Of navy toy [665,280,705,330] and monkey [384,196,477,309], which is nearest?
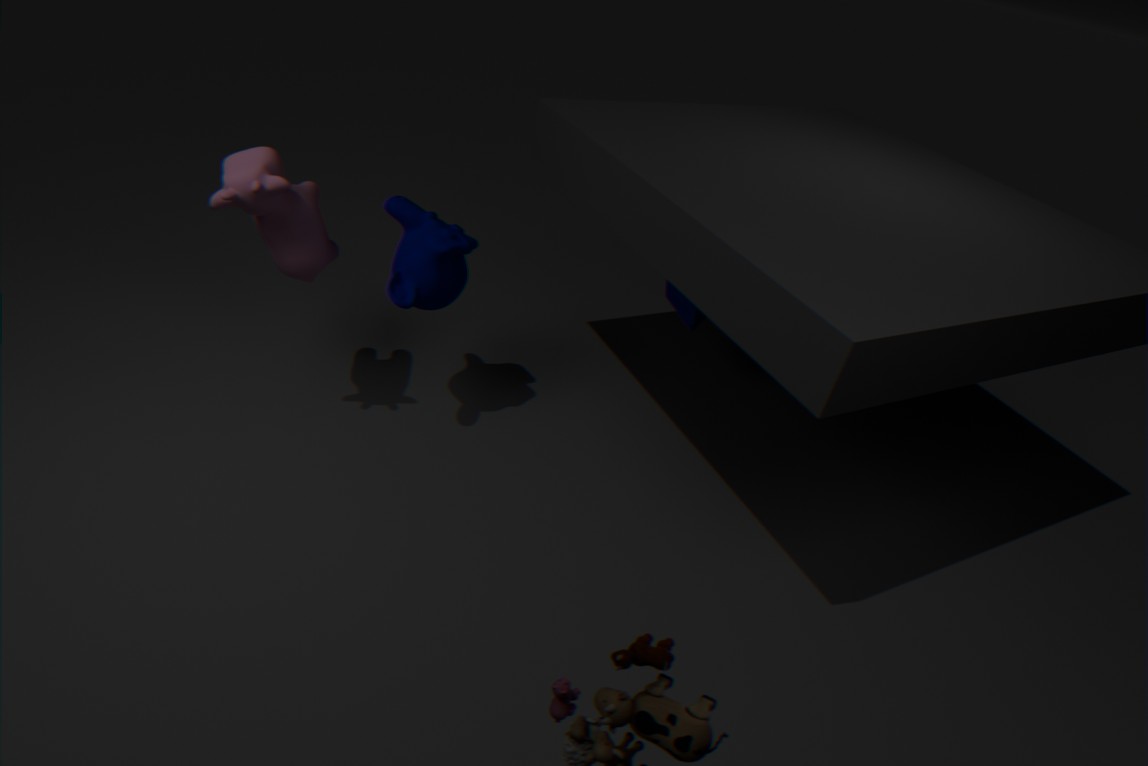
monkey [384,196,477,309]
